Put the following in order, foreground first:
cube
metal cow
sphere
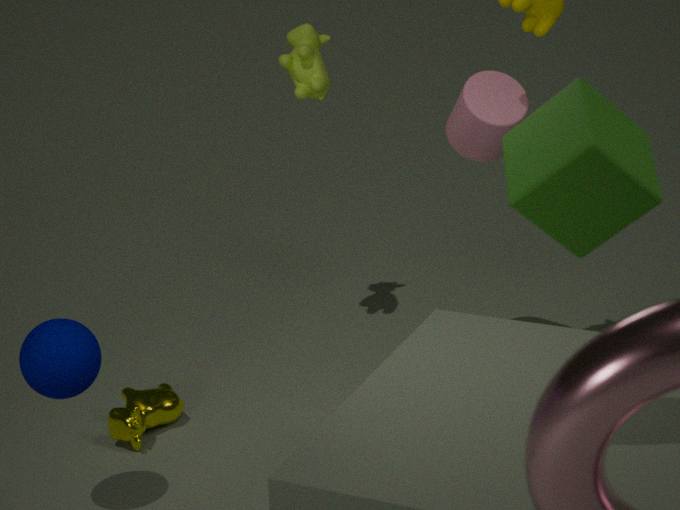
cube
sphere
metal cow
